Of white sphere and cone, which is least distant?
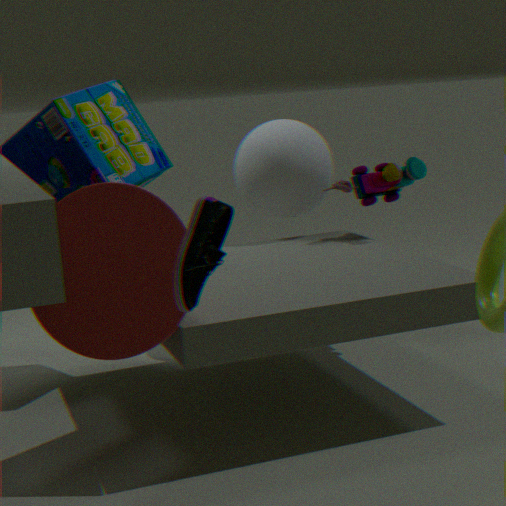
cone
